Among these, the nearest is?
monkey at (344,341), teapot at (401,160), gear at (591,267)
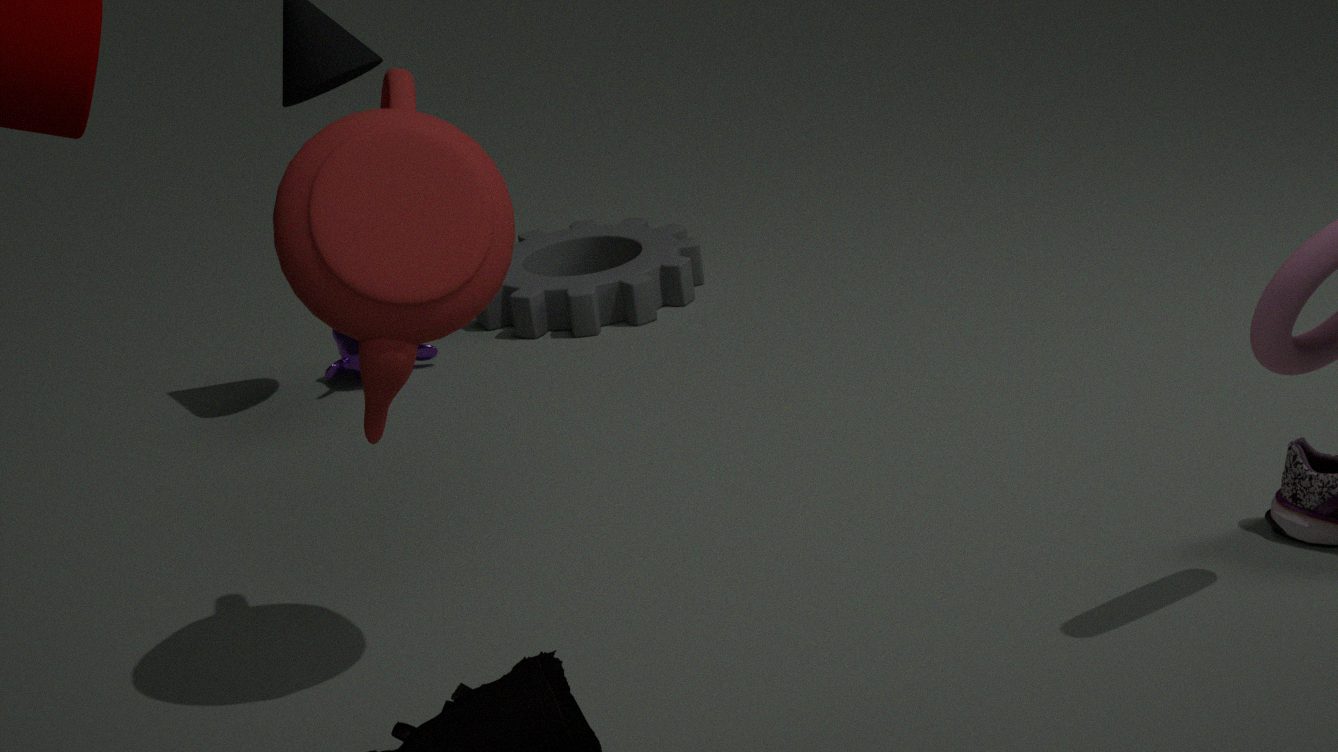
teapot at (401,160)
